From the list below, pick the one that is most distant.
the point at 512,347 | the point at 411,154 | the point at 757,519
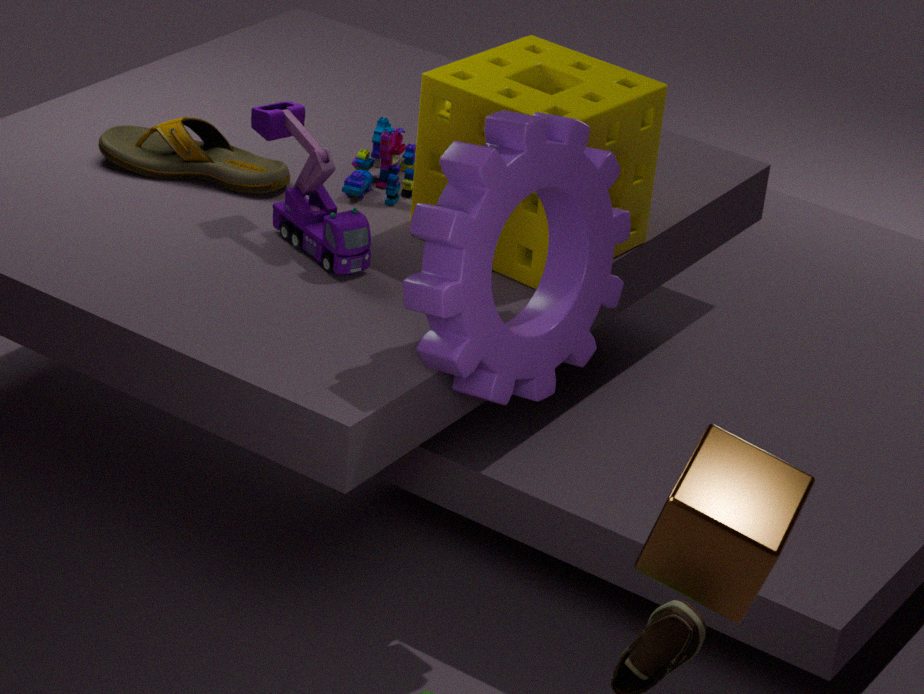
the point at 411,154
